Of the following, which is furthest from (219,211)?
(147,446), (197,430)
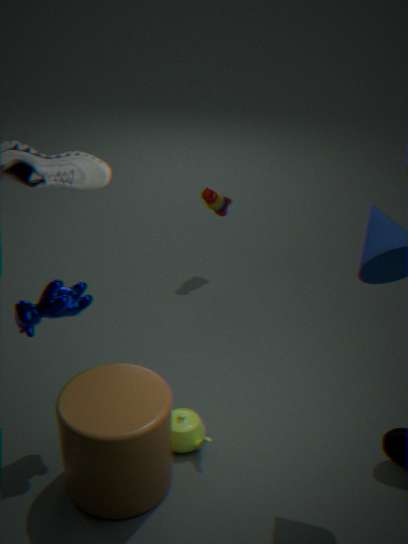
(147,446)
